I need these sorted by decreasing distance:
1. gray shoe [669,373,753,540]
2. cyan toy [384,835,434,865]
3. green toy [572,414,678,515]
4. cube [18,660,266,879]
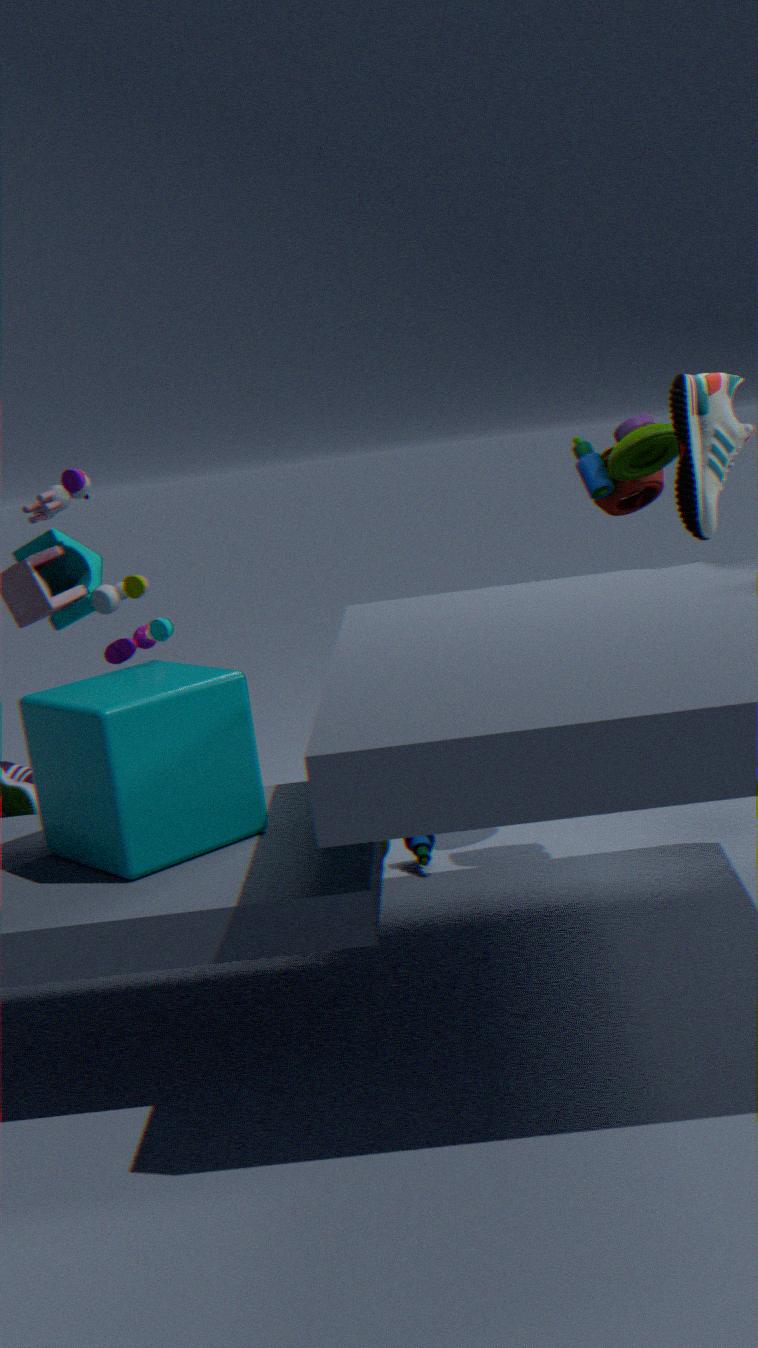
cyan toy [384,835,434,865] → green toy [572,414,678,515] → gray shoe [669,373,753,540] → cube [18,660,266,879]
